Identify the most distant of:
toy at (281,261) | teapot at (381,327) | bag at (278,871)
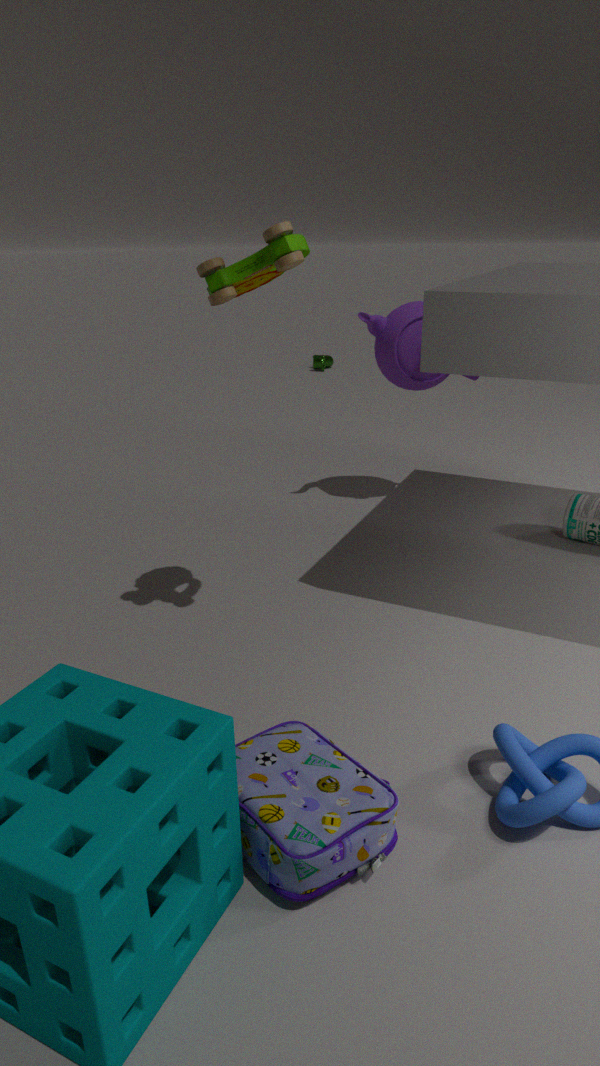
teapot at (381,327)
